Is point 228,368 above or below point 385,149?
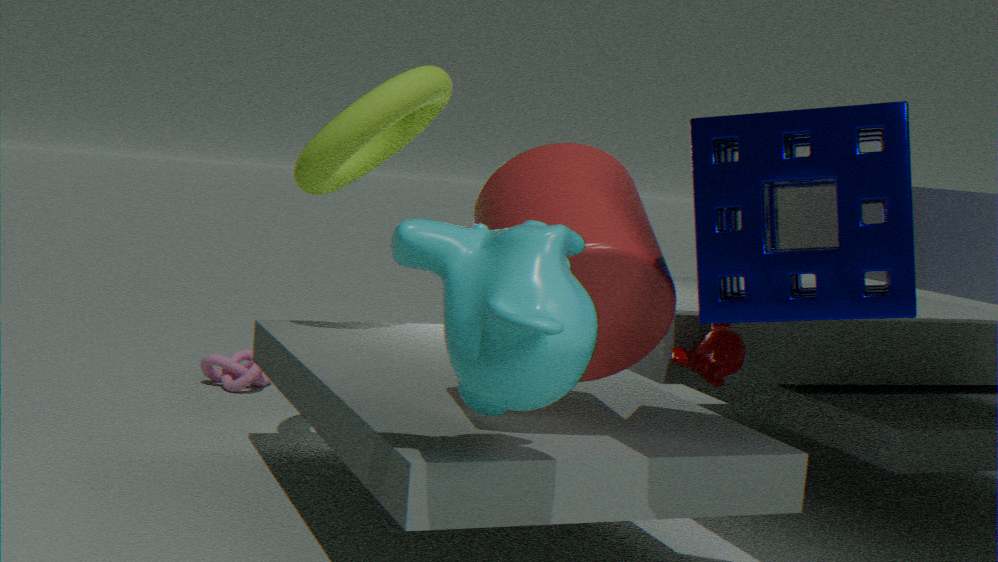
below
